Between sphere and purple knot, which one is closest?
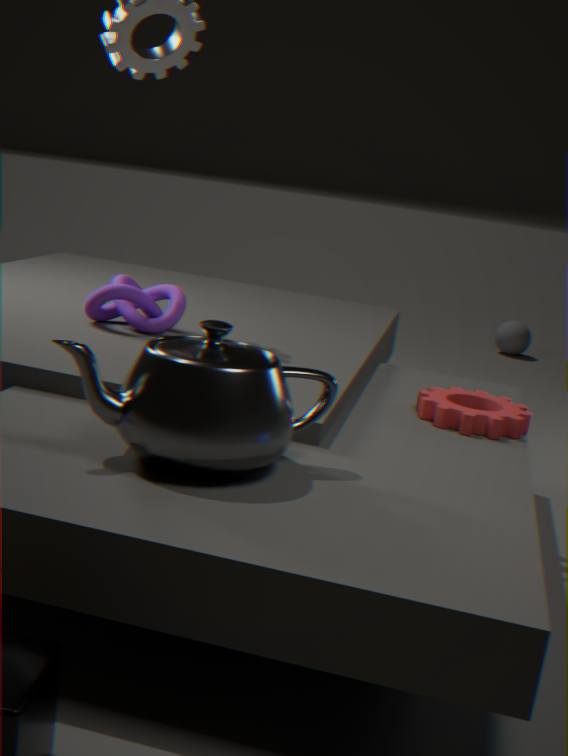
purple knot
